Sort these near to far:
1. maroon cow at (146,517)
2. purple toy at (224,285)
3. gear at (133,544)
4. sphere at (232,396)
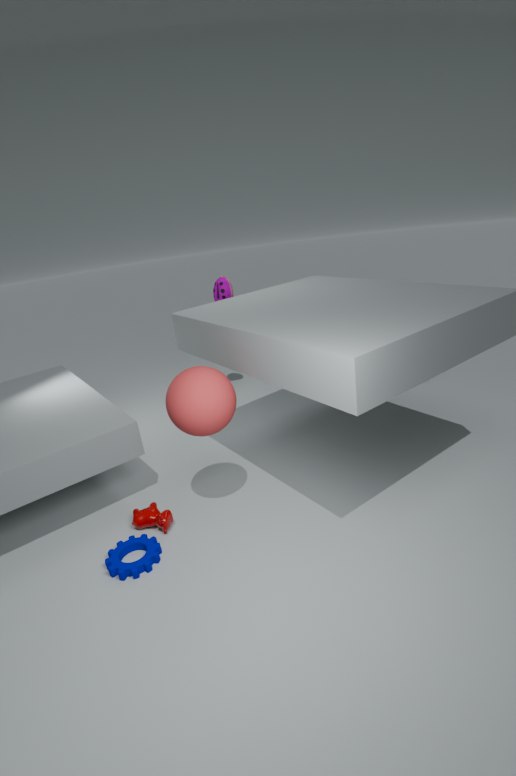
sphere at (232,396)
gear at (133,544)
maroon cow at (146,517)
purple toy at (224,285)
